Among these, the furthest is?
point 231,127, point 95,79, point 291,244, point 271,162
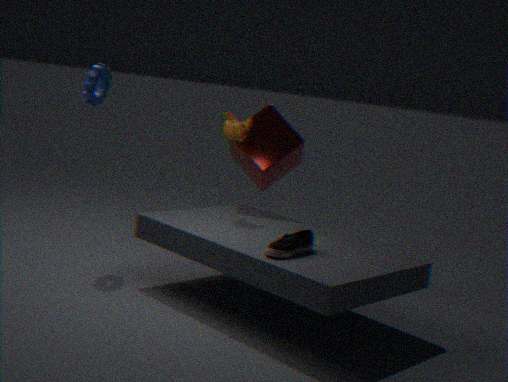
point 271,162
